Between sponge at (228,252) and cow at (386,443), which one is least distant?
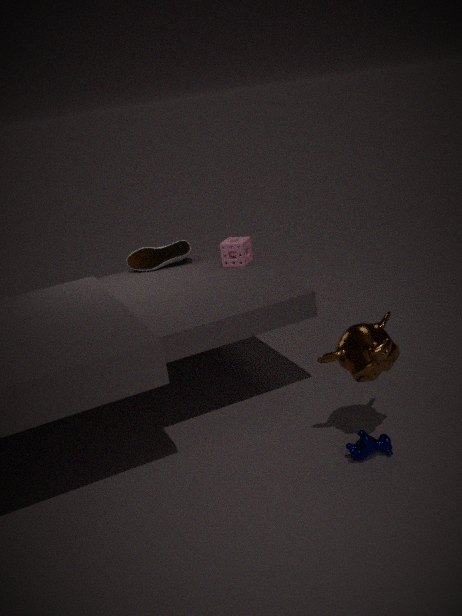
cow at (386,443)
